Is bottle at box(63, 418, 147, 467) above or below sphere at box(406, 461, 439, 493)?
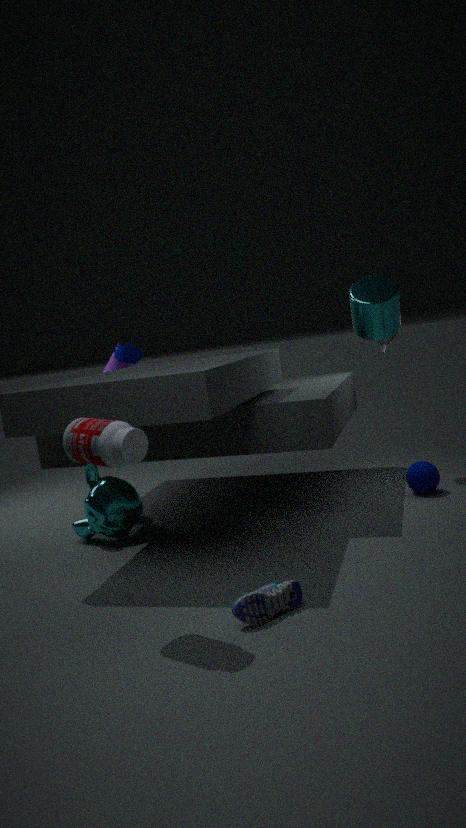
above
